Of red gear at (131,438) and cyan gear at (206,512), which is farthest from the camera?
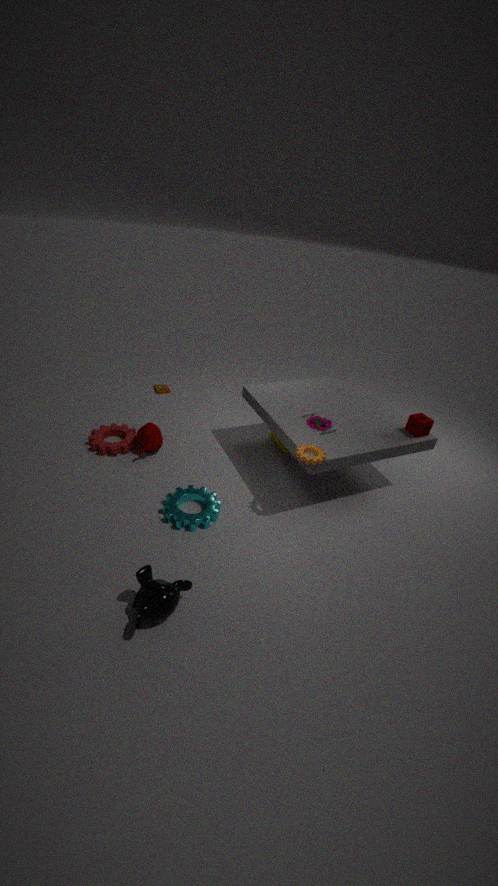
red gear at (131,438)
